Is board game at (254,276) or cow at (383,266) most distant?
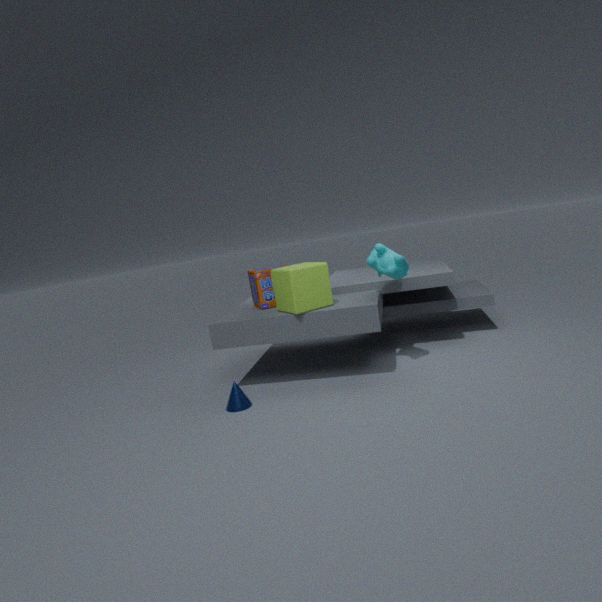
board game at (254,276)
